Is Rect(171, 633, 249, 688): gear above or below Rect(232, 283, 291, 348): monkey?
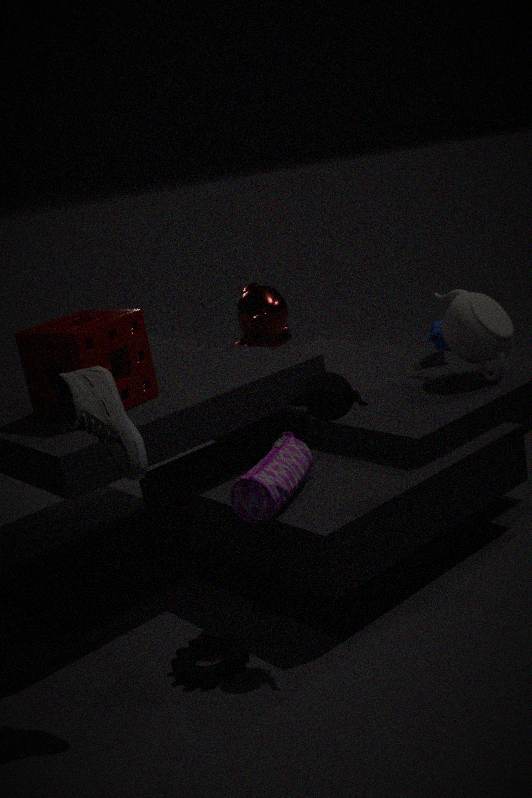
below
